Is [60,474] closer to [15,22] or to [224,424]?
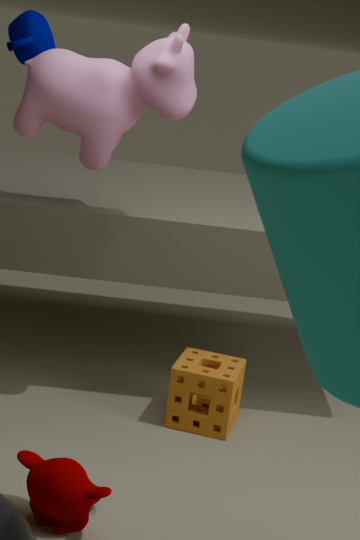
[224,424]
